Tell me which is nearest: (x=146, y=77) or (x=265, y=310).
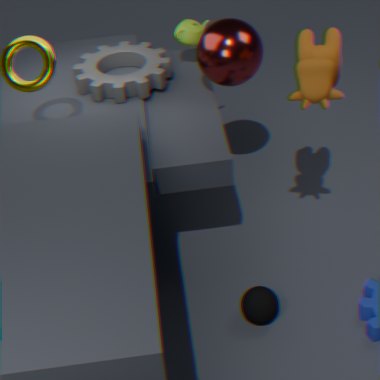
(x=265, y=310)
